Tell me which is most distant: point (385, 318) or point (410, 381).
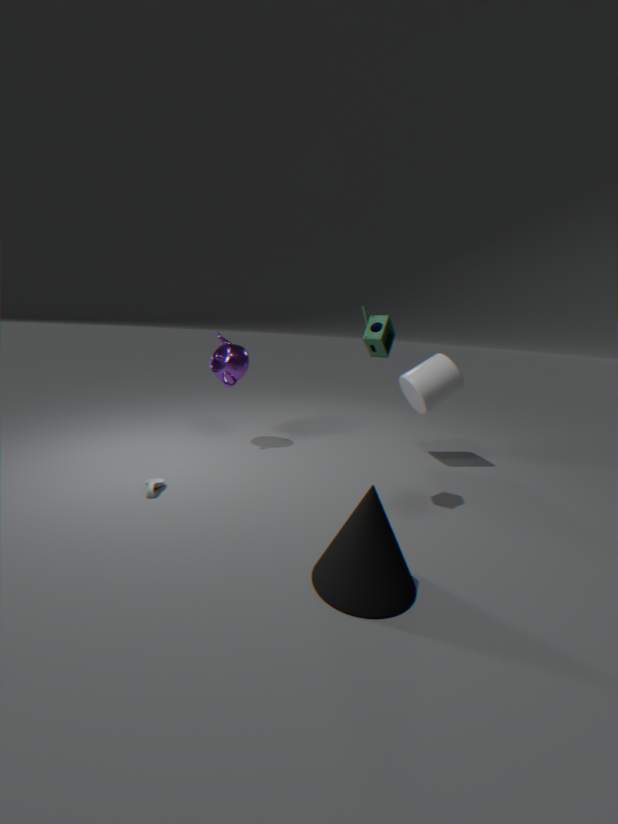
point (410, 381)
